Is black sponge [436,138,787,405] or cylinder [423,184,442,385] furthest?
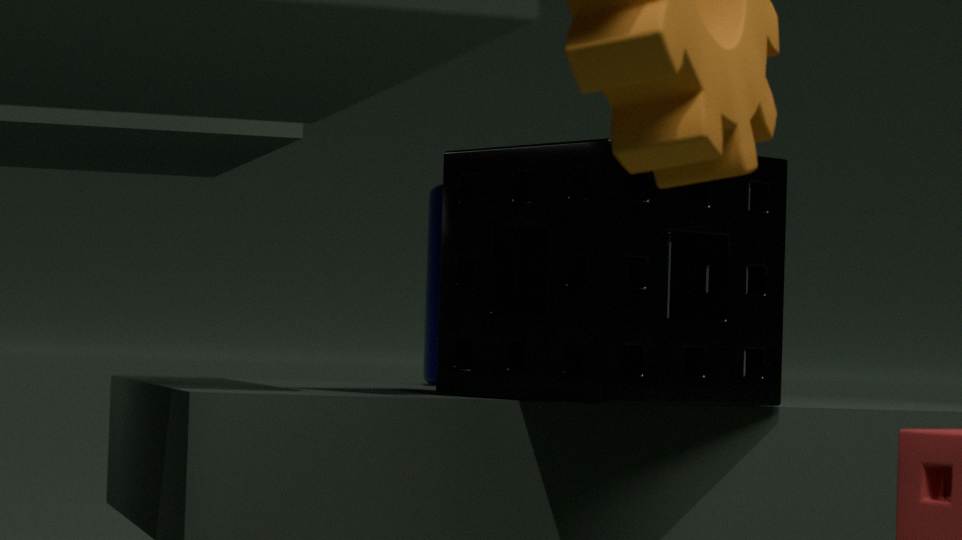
cylinder [423,184,442,385]
